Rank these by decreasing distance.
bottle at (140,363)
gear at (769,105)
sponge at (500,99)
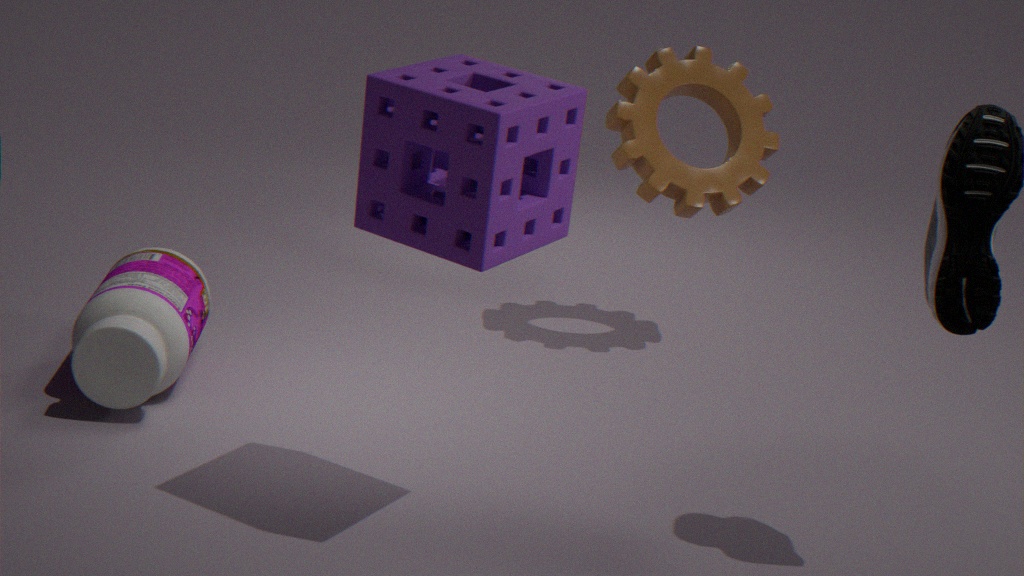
1. gear at (769,105)
2. bottle at (140,363)
3. sponge at (500,99)
